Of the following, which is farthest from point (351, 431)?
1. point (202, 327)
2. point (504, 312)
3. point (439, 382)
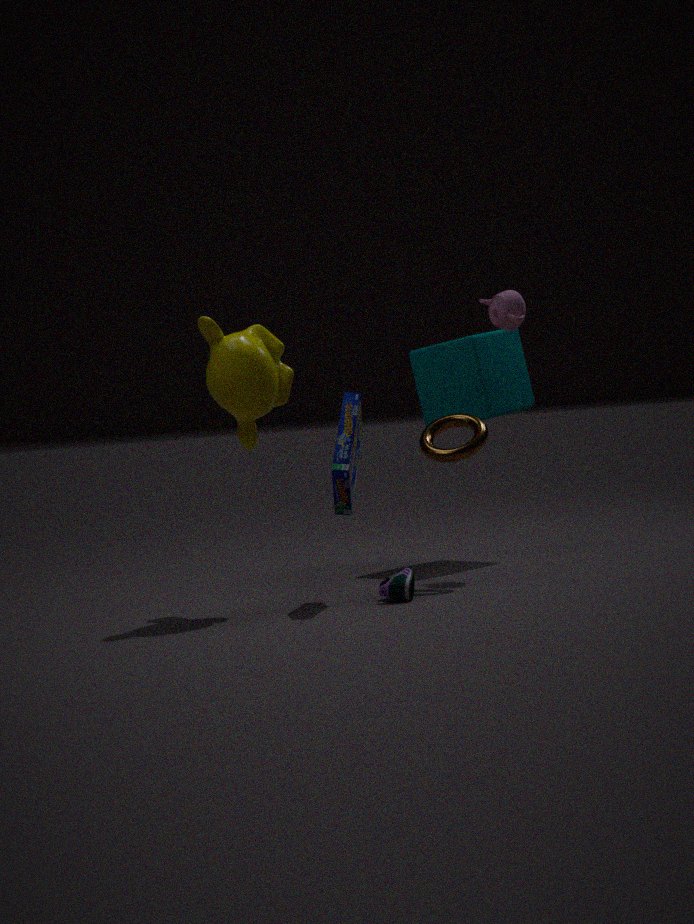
point (439, 382)
